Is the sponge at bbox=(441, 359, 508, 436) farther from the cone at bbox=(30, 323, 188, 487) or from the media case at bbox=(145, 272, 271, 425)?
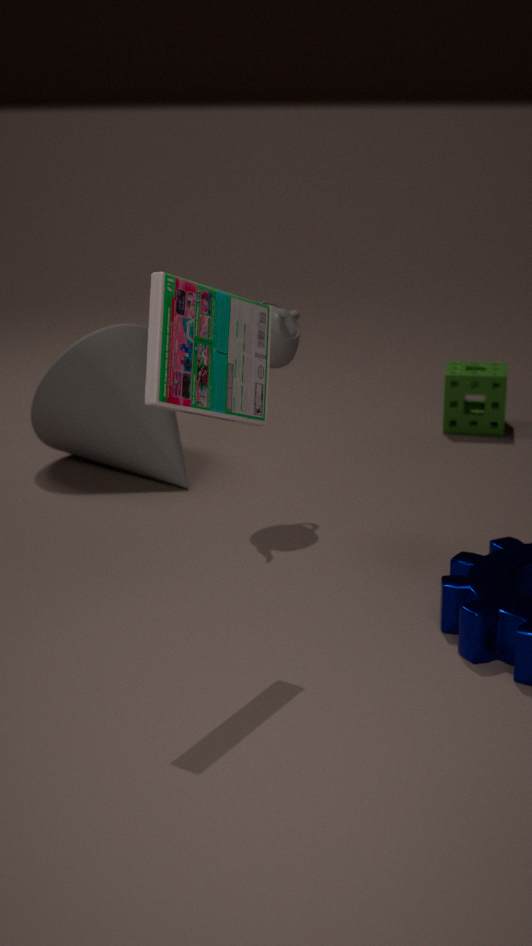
the media case at bbox=(145, 272, 271, 425)
